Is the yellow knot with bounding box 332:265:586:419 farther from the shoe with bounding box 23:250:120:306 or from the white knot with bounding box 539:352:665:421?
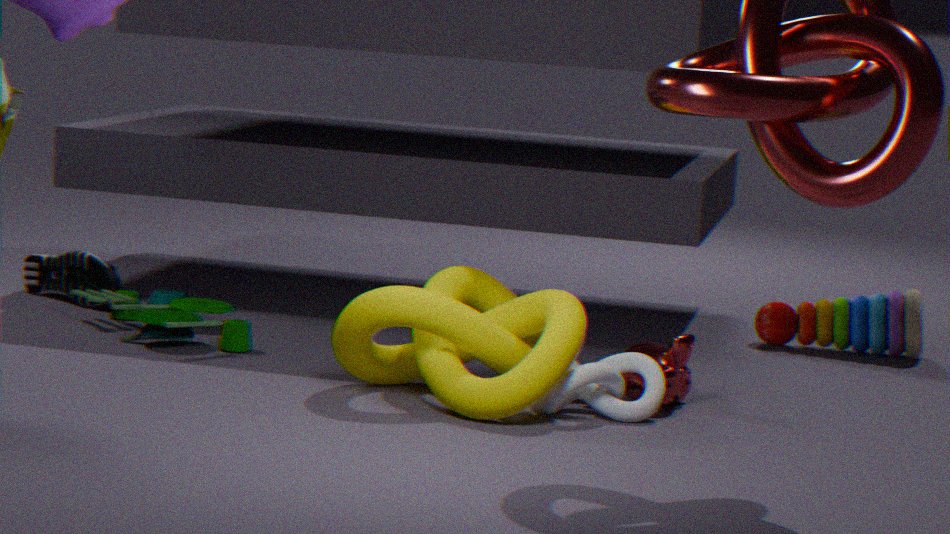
the shoe with bounding box 23:250:120:306
